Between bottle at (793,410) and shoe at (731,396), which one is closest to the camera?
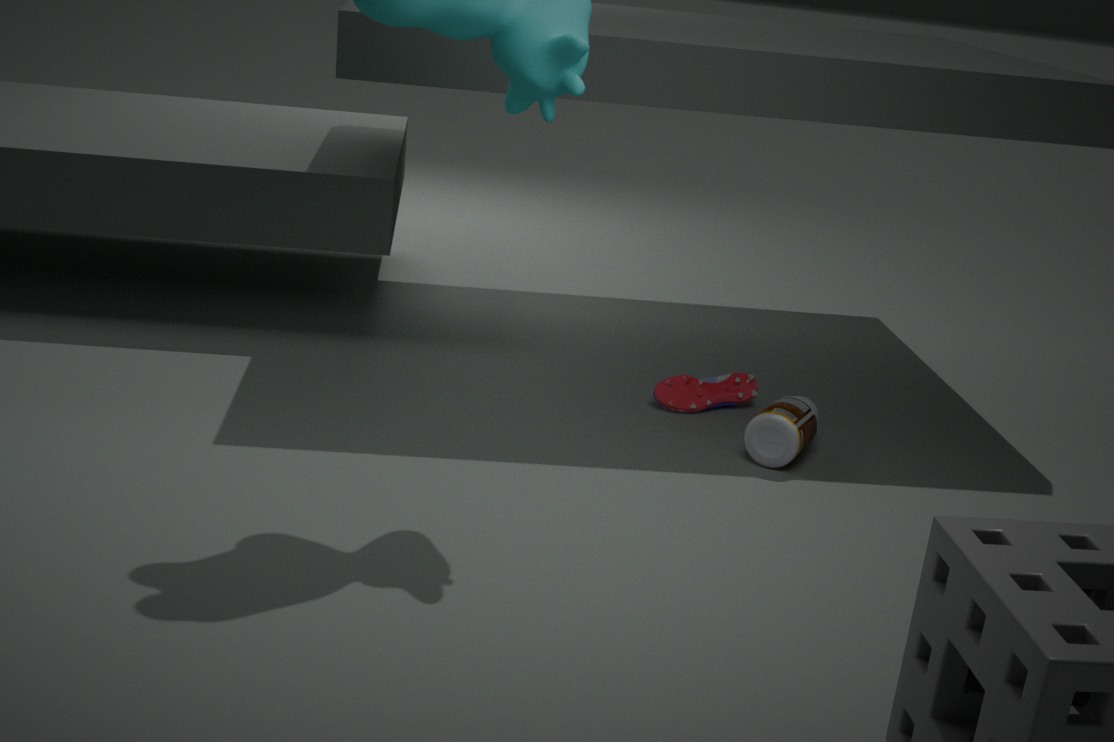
bottle at (793,410)
